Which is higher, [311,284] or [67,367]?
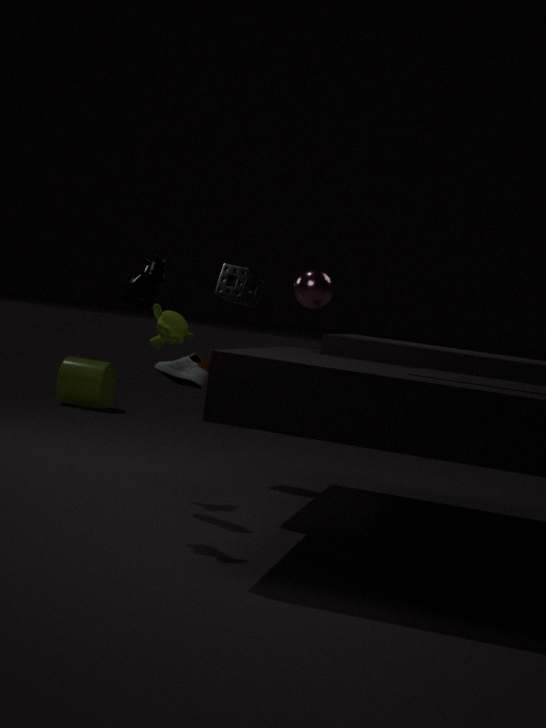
[311,284]
